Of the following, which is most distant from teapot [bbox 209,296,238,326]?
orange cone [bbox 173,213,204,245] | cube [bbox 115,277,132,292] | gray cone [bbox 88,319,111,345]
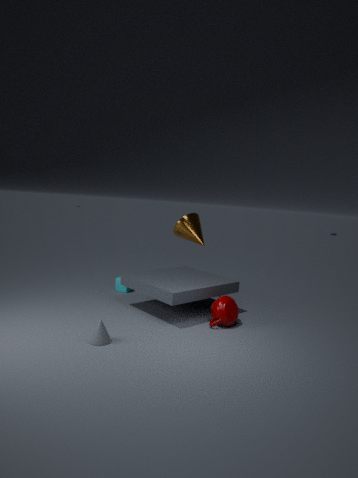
cube [bbox 115,277,132,292]
